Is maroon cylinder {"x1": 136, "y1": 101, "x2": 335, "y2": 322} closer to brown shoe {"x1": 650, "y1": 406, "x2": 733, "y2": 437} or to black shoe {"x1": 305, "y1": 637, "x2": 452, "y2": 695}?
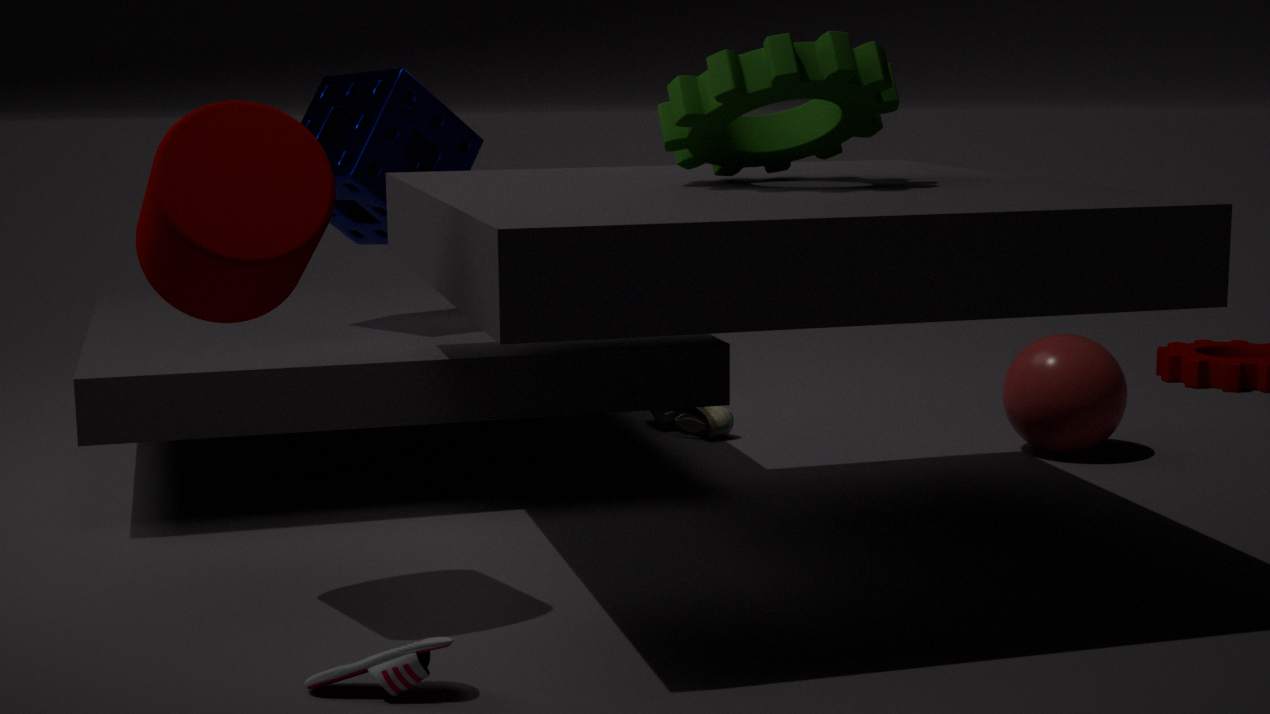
black shoe {"x1": 305, "y1": 637, "x2": 452, "y2": 695}
